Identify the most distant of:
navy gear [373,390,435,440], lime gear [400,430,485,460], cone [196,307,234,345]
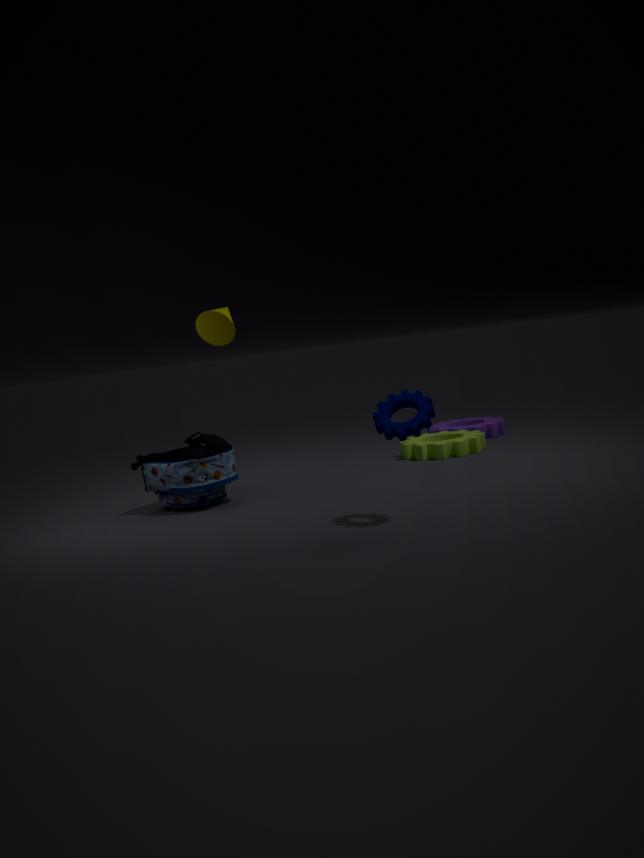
lime gear [400,430,485,460]
